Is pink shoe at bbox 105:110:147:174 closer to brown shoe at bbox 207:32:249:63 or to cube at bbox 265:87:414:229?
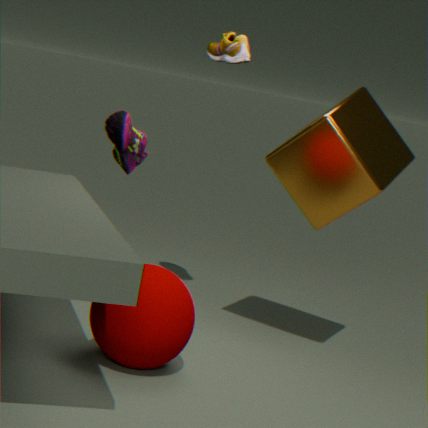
brown shoe at bbox 207:32:249:63
